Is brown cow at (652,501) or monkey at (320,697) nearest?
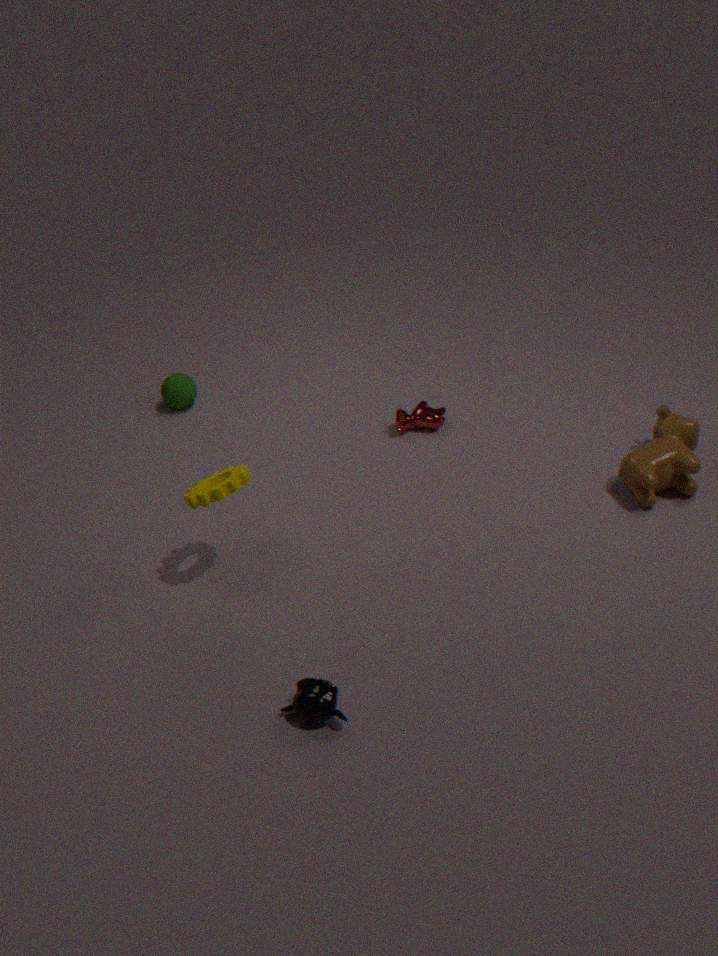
monkey at (320,697)
